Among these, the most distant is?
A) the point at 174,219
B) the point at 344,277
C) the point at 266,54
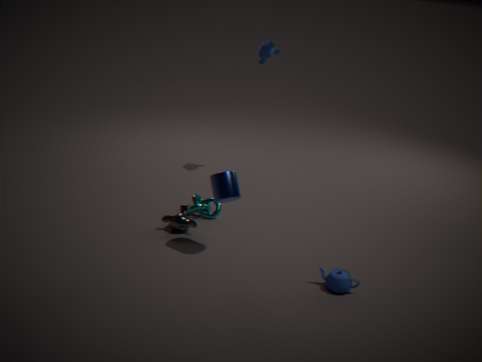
the point at 266,54
